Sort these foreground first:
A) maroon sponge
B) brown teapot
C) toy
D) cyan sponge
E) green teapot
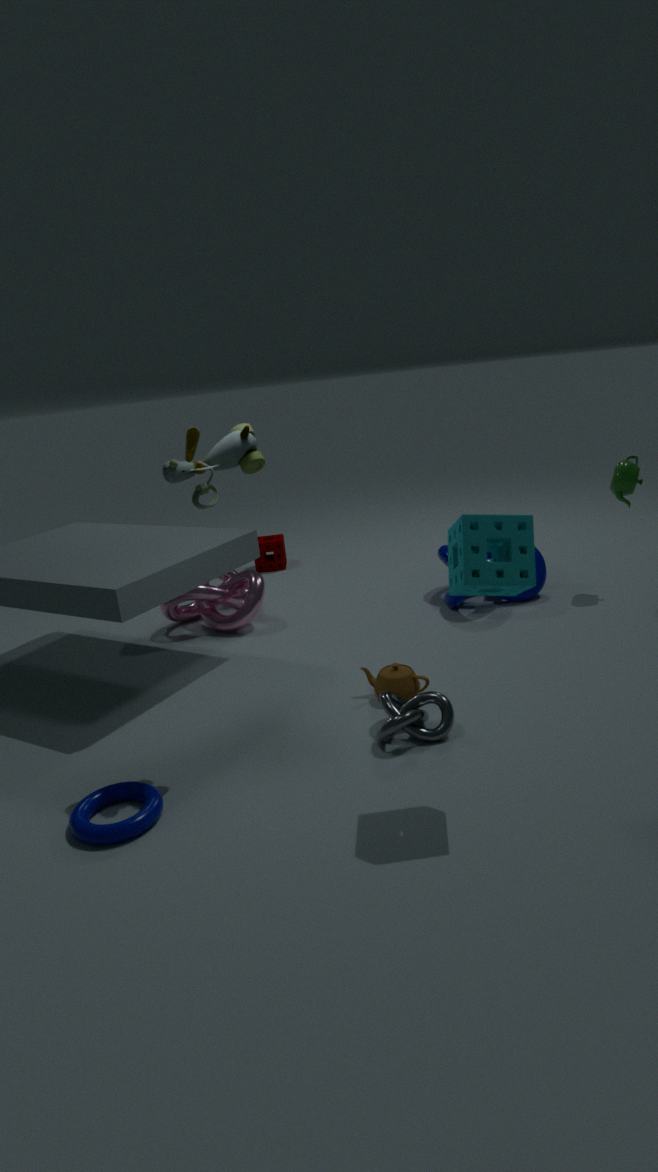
cyan sponge < toy < brown teapot < green teapot < maroon sponge
